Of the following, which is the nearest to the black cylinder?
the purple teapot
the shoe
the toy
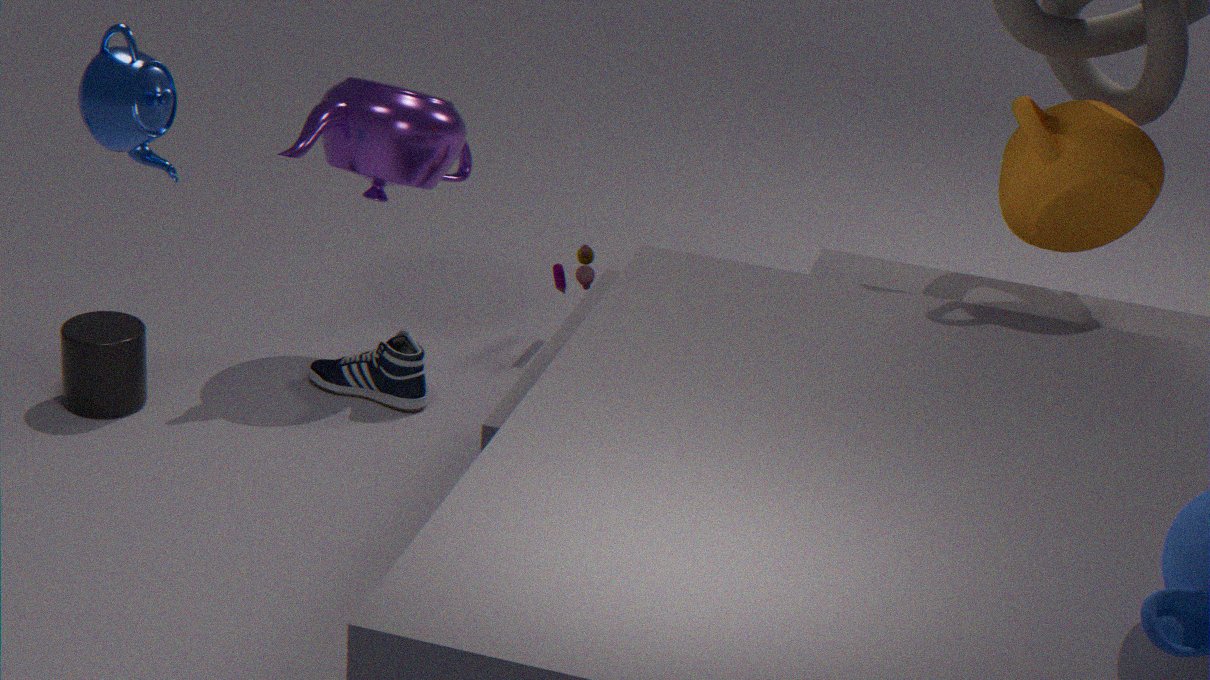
the shoe
